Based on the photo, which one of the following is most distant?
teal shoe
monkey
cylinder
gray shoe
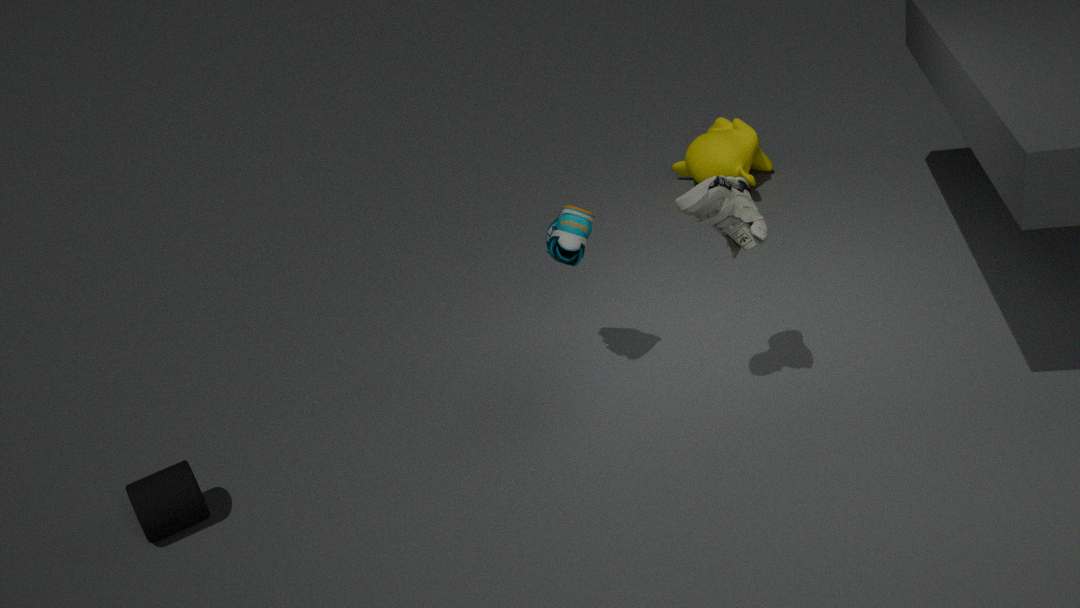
monkey
